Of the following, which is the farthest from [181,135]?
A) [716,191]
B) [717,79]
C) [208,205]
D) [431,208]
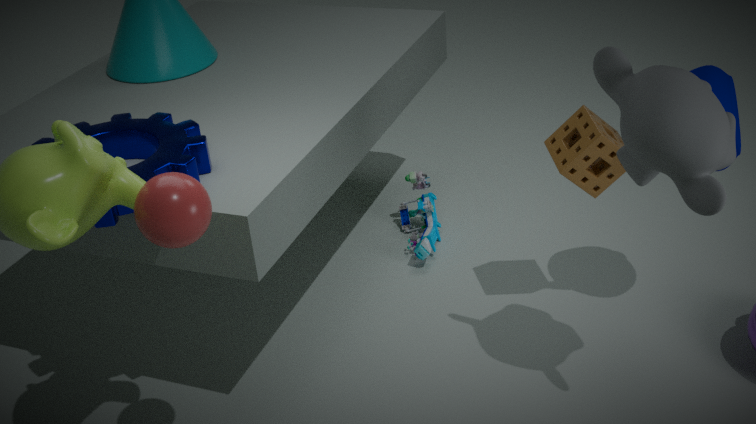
[717,79]
